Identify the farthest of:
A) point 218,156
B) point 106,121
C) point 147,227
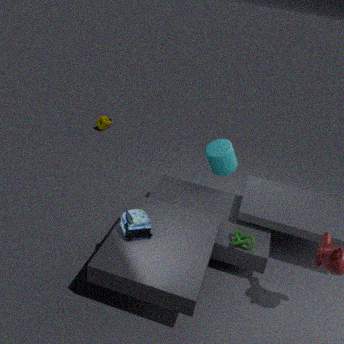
point 106,121
